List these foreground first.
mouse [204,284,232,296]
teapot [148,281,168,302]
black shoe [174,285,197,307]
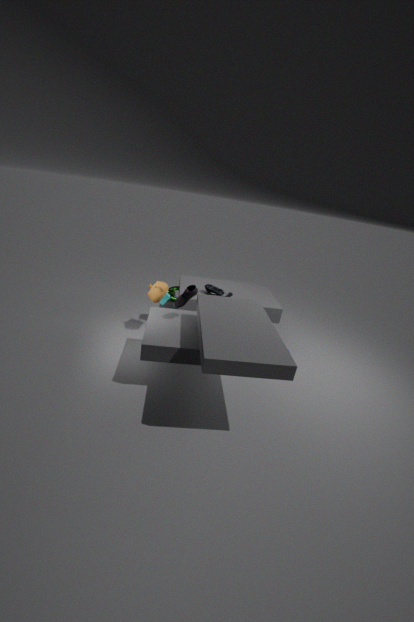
black shoe [174,285,197,307], teapot [148,281,168,302], mouse [204,284,232,296]
